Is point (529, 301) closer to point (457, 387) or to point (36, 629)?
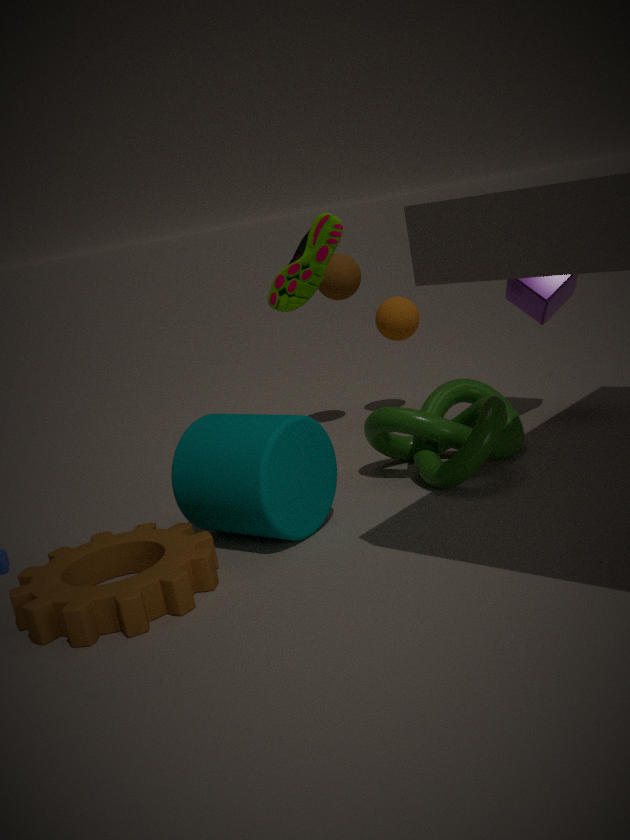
point (457, 387)
